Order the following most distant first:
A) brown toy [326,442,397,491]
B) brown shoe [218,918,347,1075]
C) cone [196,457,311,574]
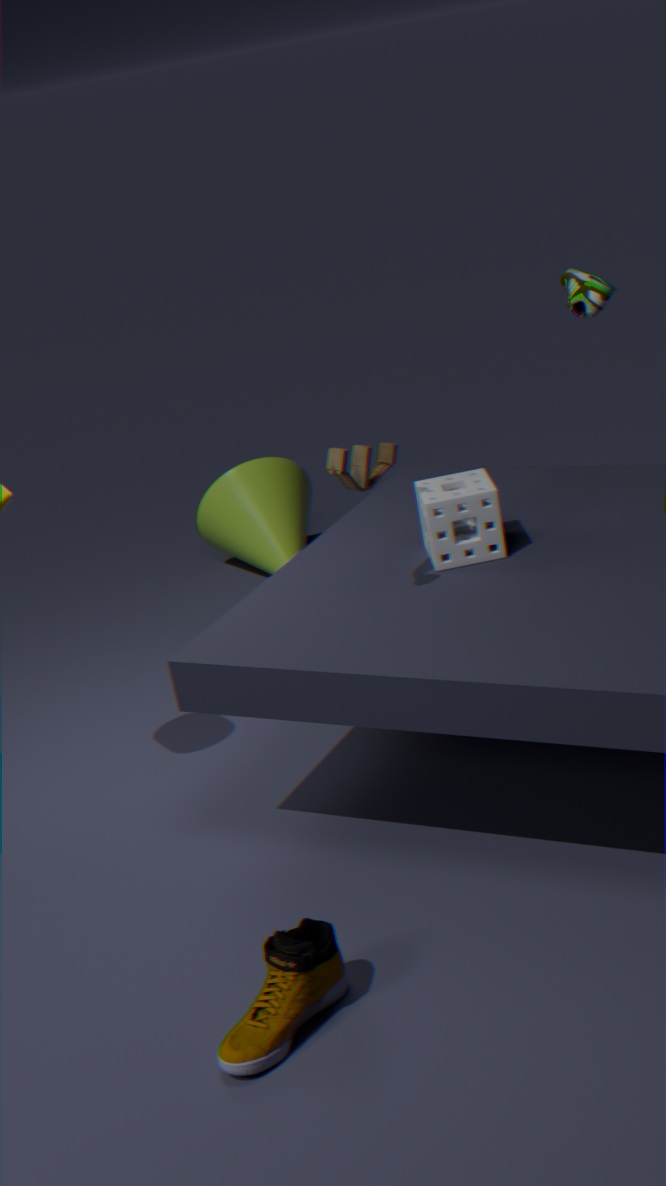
cone [196,457,311,574] < brown toy [326,442,397,491] < brown shoe [218,918,347,1075]
